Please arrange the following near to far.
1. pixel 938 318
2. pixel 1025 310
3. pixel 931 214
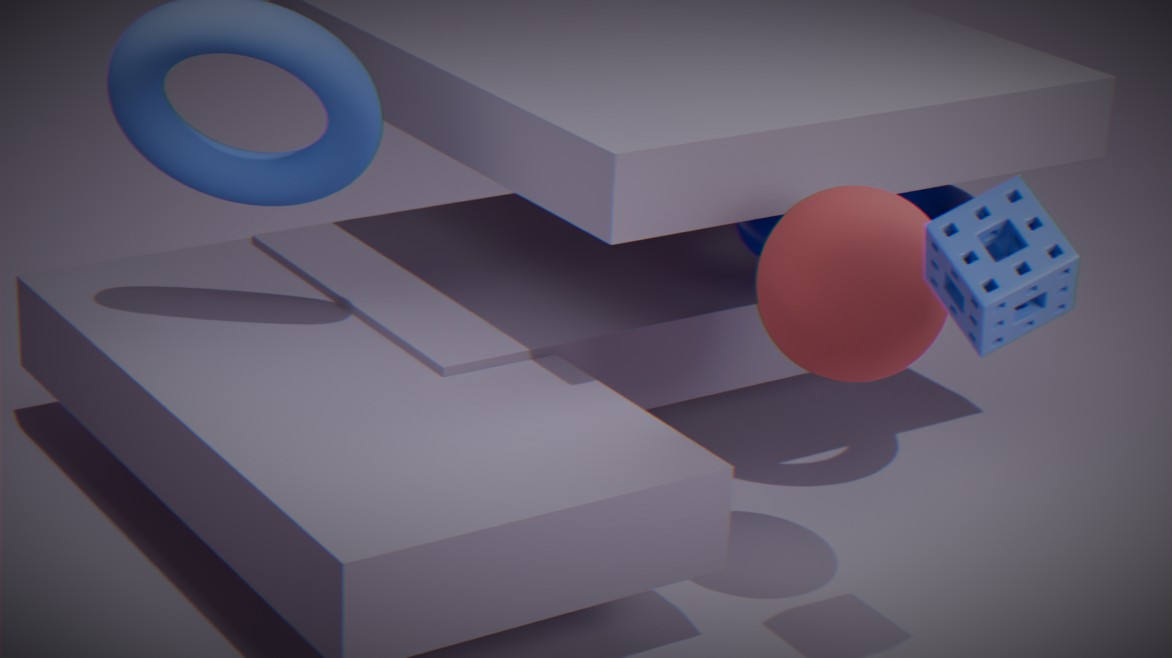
pixel 1025 310
pixel 938 318
pixel 931 214
